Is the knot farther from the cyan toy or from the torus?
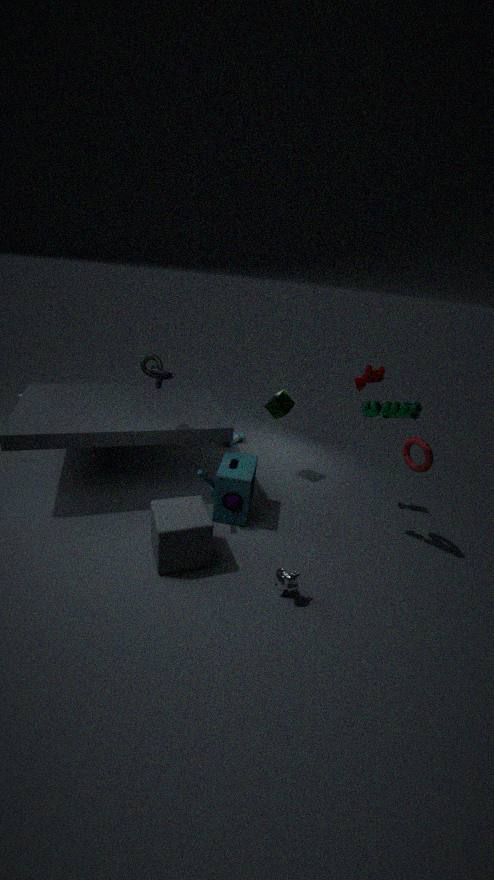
the torus
